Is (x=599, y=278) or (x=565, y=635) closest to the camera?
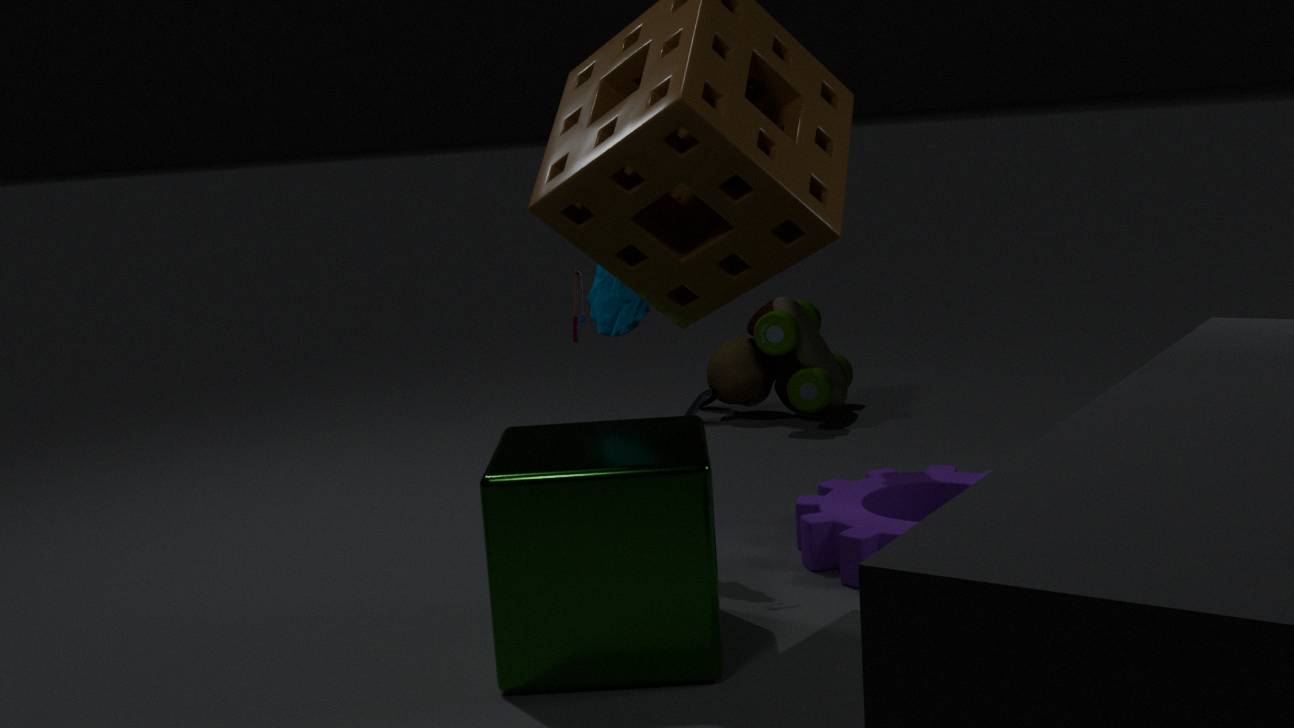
(x=565, y=635)
